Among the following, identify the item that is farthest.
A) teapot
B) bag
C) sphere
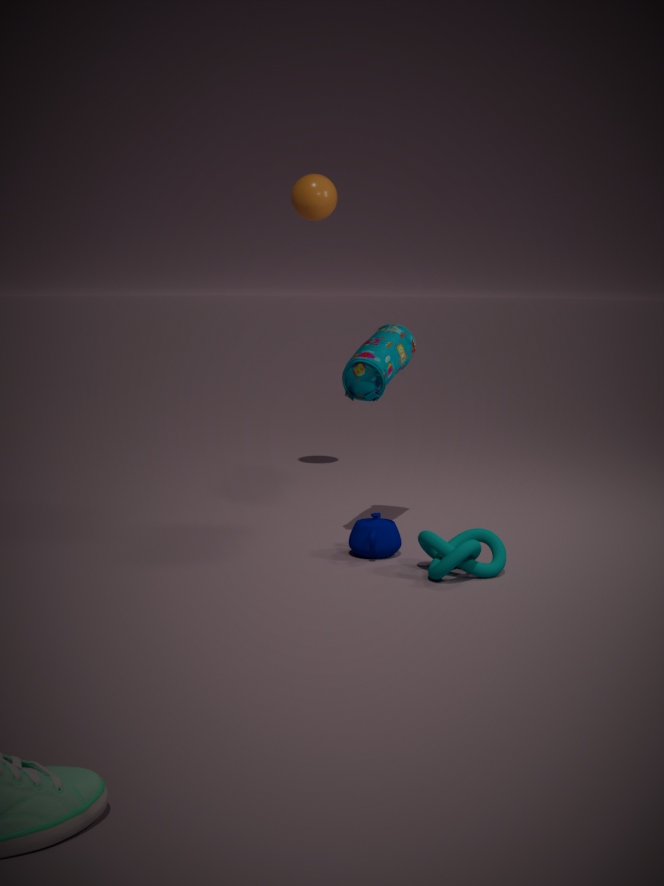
sphere
